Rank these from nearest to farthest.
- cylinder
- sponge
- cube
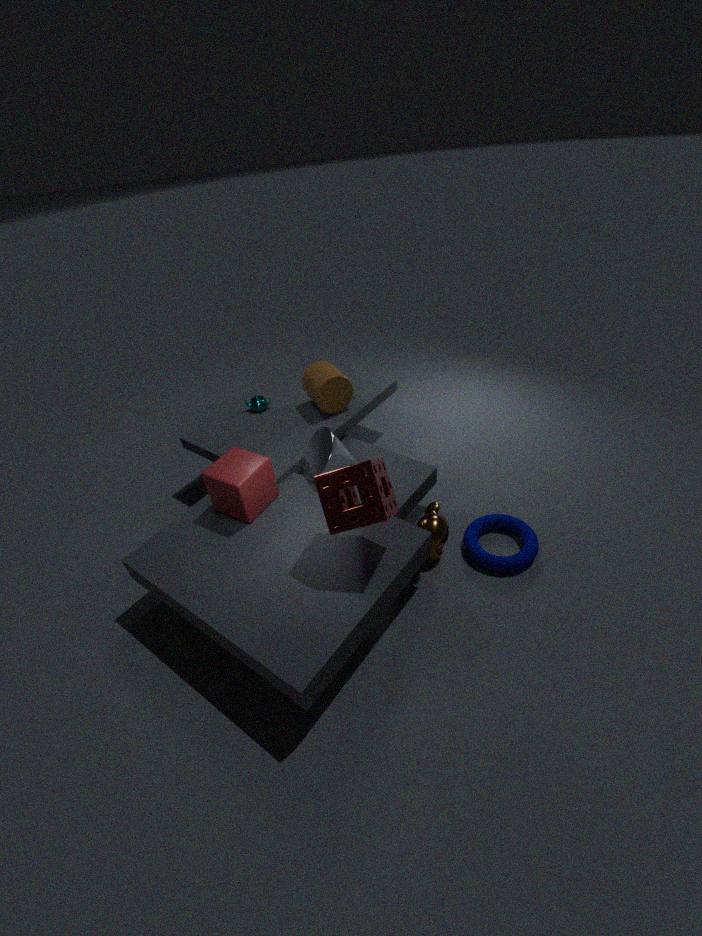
1. sponge
2. cube
3. cylinder
